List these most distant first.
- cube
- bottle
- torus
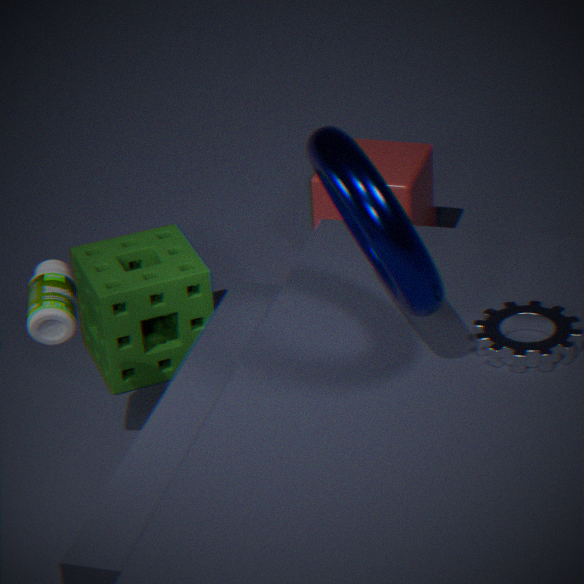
cube → bottle → torus
